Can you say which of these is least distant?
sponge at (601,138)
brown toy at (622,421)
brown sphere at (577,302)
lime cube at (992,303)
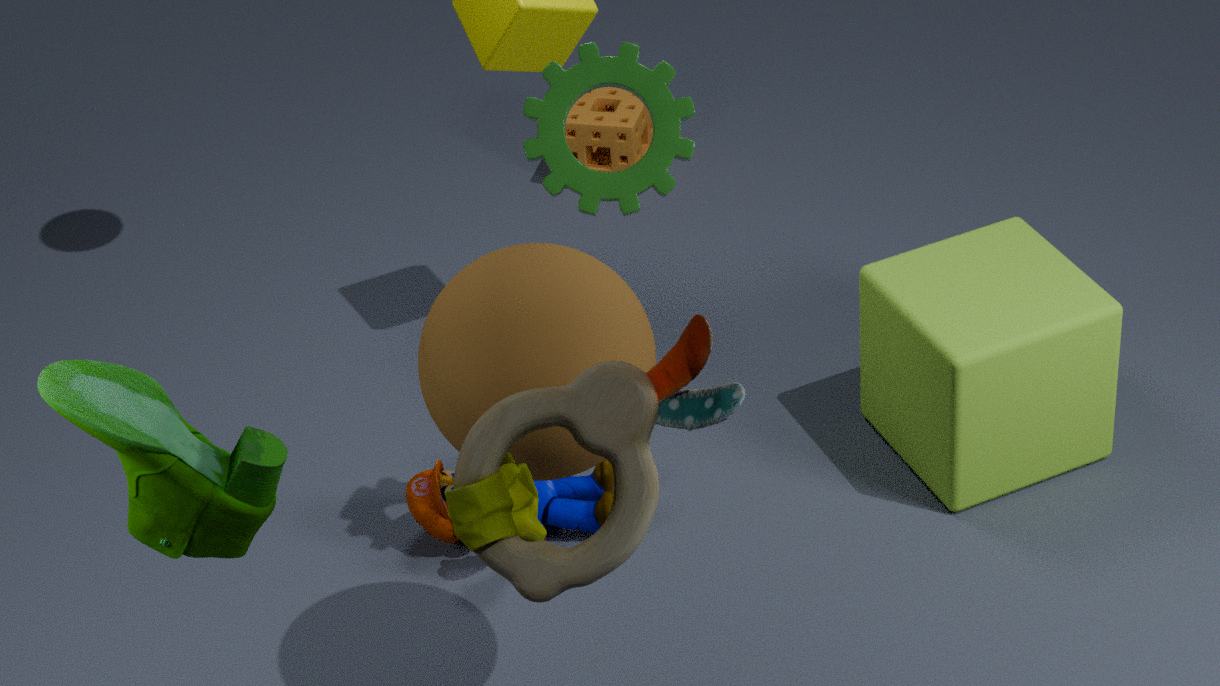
brown toy at (622,421)
